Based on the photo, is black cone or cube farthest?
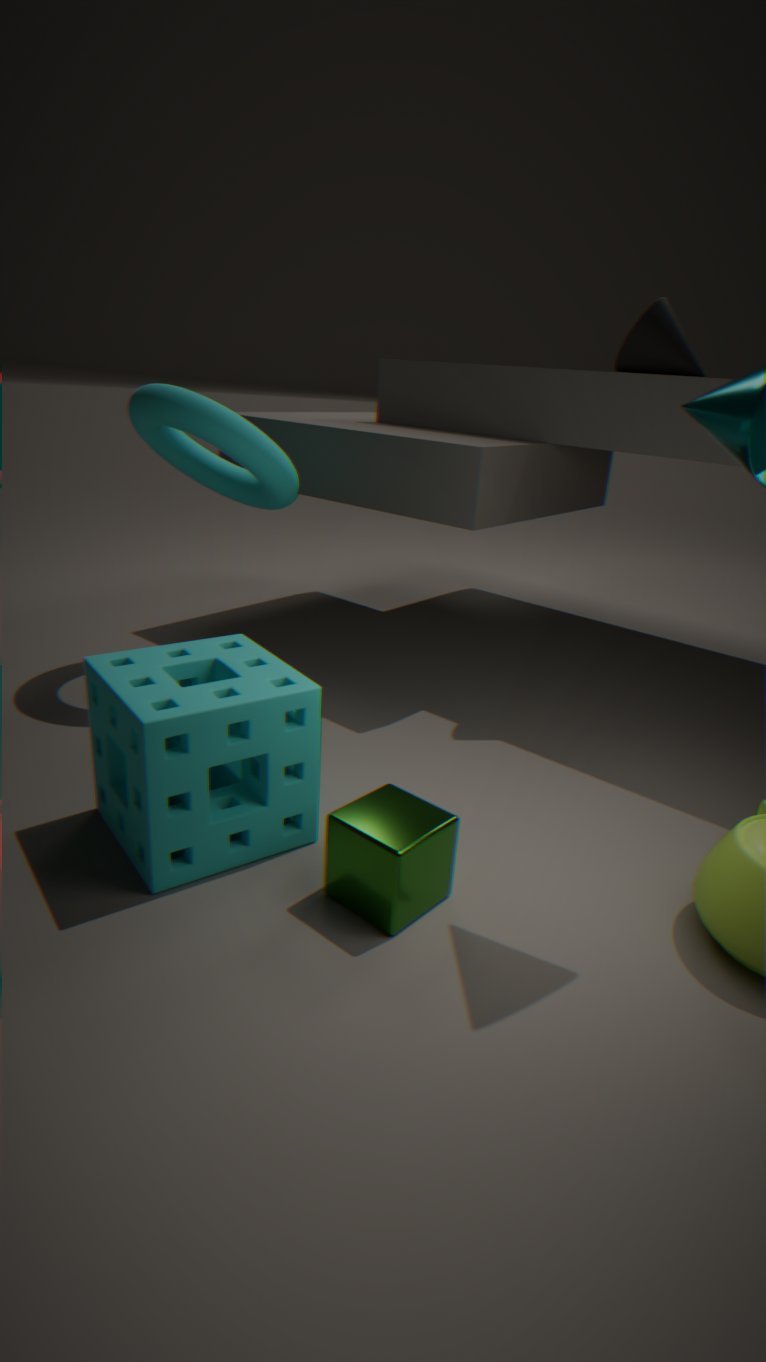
black cone
